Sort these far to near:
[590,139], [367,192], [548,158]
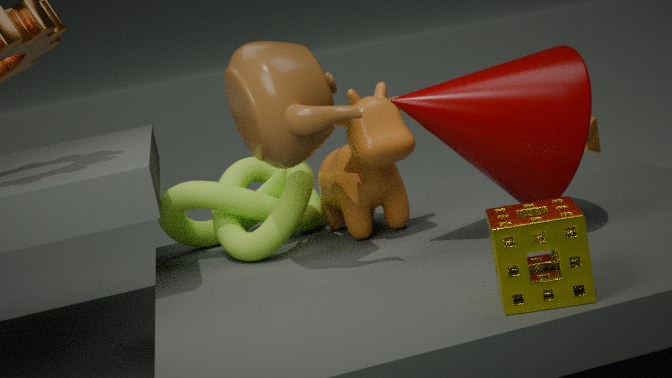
[590,139] < [367,192] < [548,158]
